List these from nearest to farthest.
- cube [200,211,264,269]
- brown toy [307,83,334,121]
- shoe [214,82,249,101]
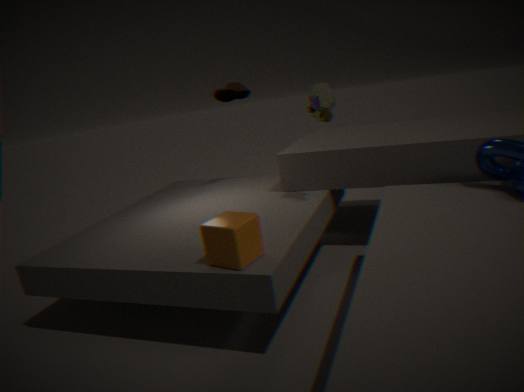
cube [200,211,264,269] < brown toy [307,83,334,121] < shoe [214,82,249,101]
